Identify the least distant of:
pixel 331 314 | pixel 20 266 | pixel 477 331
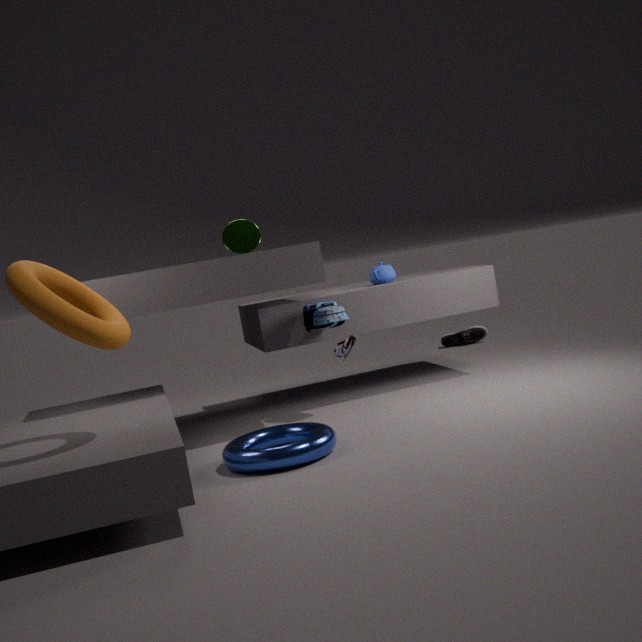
pixel 20 266
